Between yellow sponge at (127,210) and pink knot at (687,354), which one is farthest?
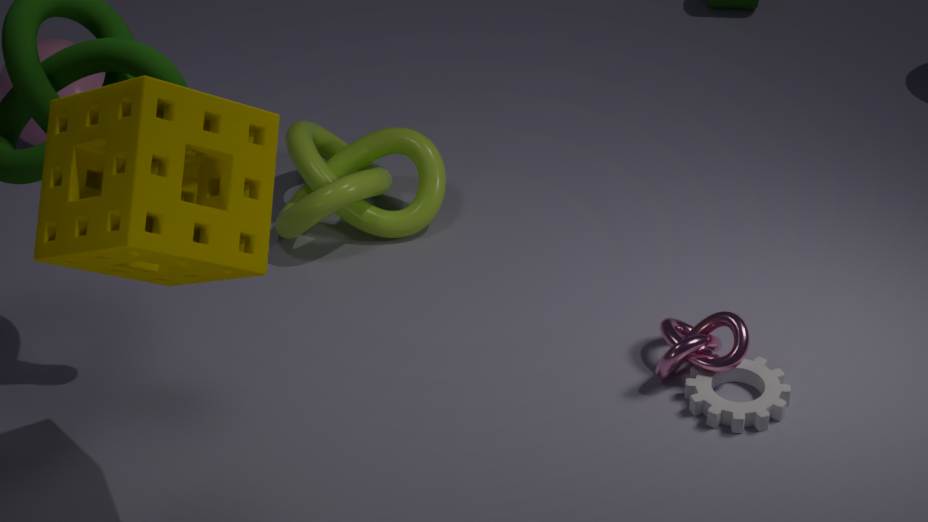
pink knot at (687,354)
